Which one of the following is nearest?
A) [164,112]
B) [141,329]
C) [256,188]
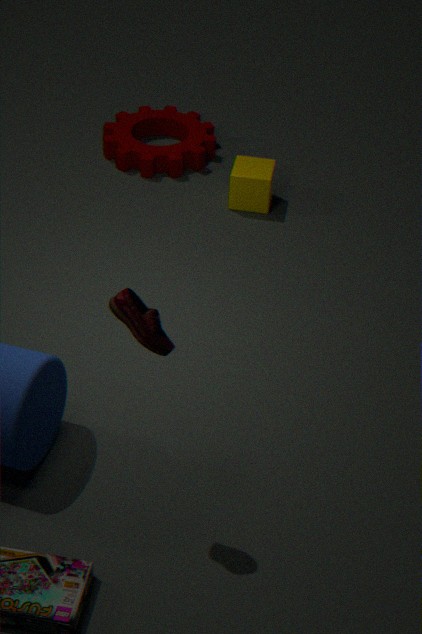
[141,329]
